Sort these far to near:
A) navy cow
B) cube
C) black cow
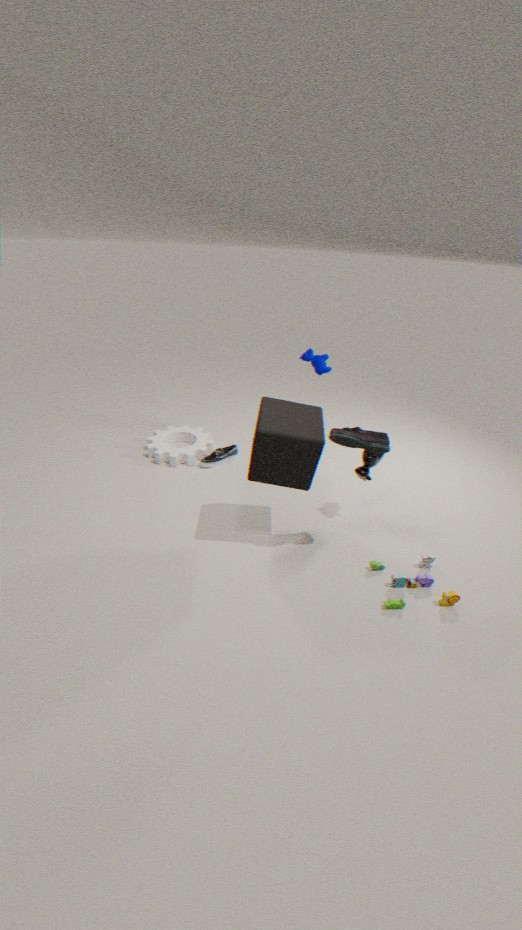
navy cow
black cow
cube
